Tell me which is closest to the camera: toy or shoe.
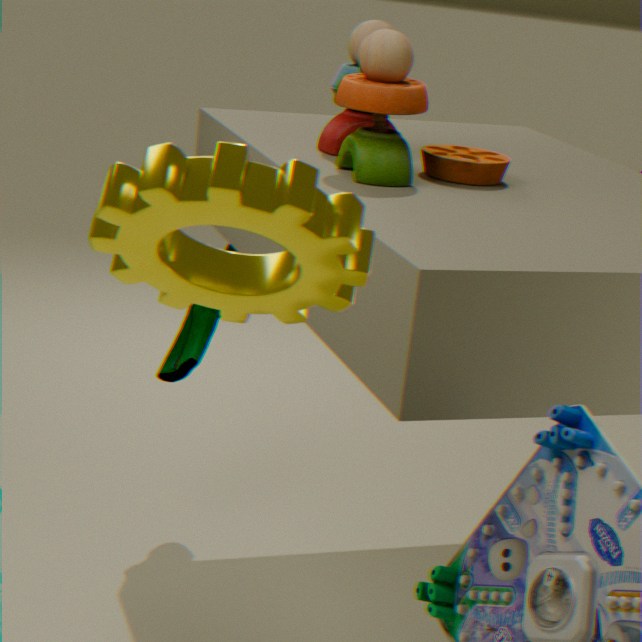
toy
